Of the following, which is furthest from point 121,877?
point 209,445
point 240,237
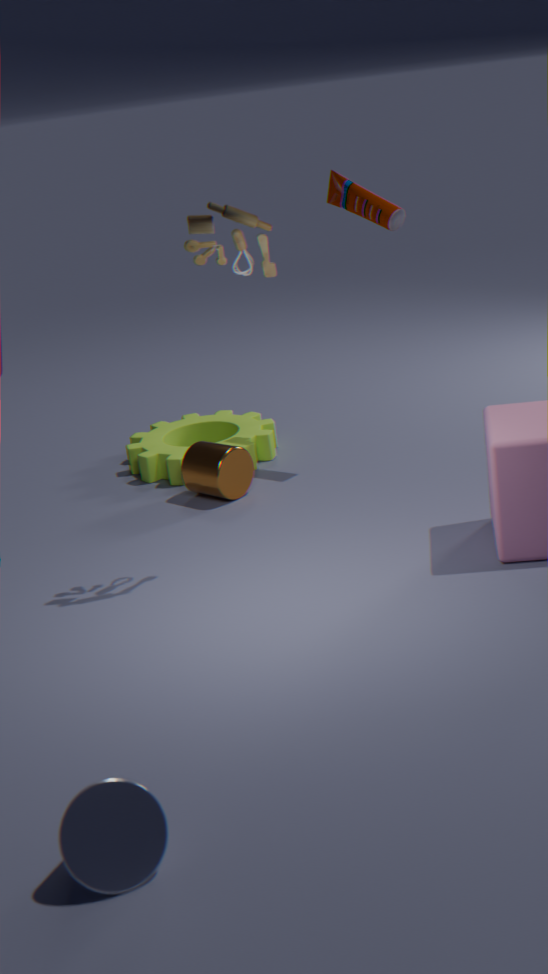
point 209,445
